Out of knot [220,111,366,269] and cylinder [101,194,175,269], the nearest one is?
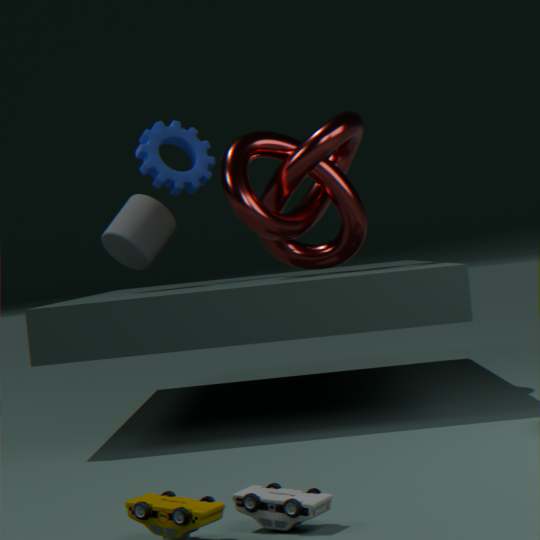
knot [220,111,366,269]
